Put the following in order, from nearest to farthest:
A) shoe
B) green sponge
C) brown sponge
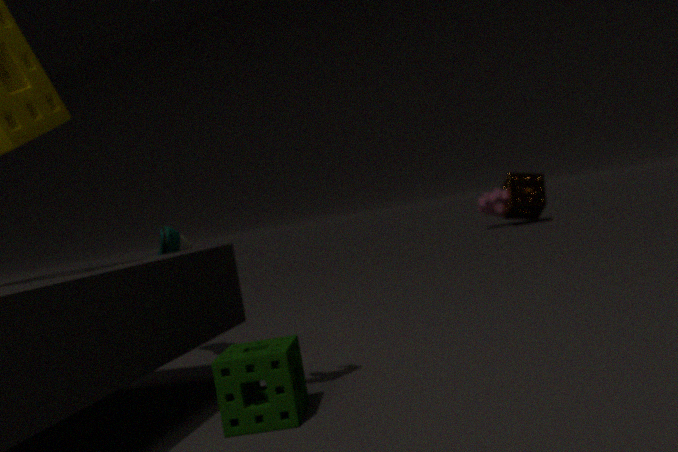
green sponge → shoe → brown sponge
